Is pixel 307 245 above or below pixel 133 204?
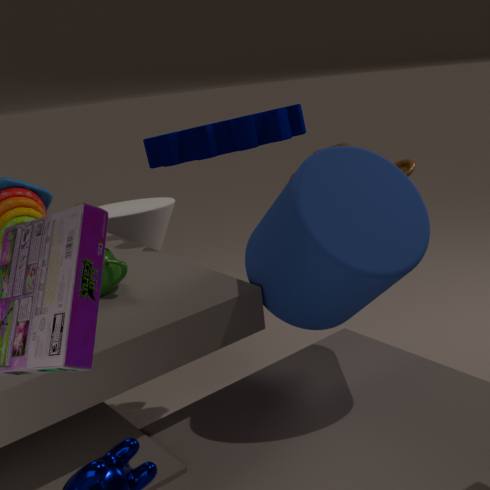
above
